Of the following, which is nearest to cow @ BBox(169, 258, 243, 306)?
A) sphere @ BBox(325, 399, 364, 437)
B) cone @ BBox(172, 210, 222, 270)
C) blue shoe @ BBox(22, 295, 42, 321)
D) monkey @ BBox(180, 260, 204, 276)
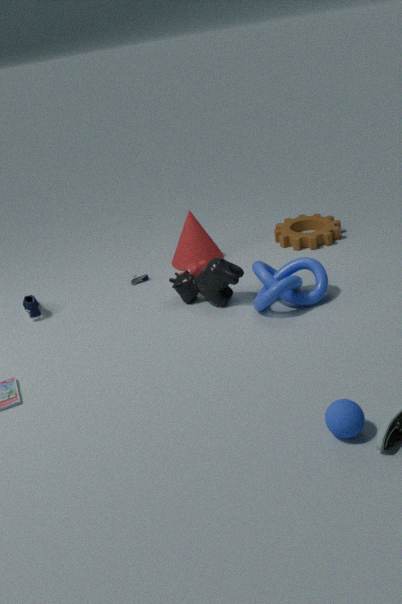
monkey @ BBox(180, 260, 204, 276)
